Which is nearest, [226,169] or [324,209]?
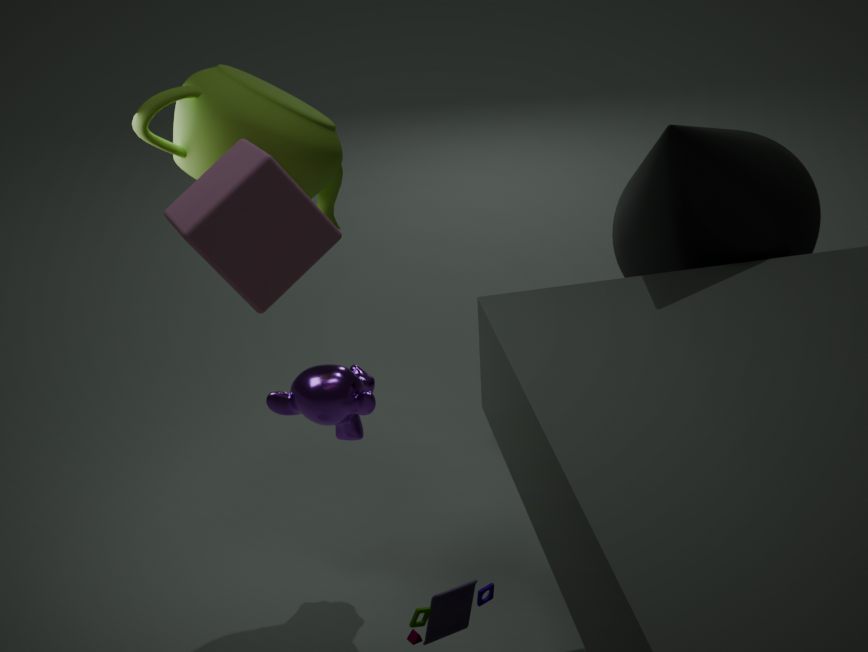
[226,169]
